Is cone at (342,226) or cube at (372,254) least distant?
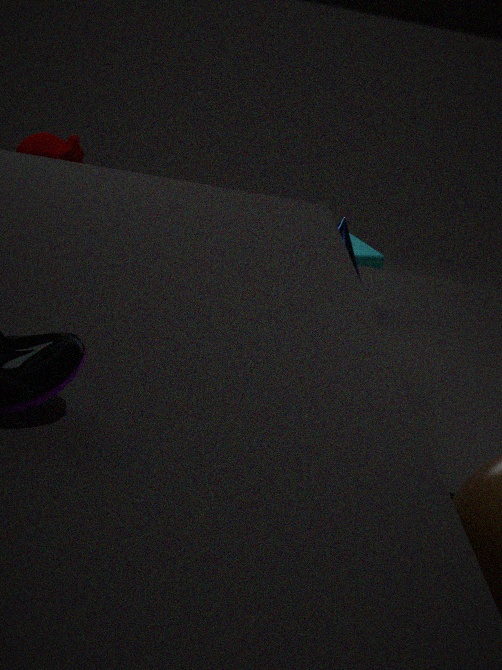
cone at (342,226)
